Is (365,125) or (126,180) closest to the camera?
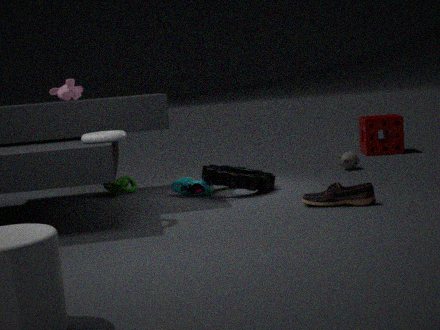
(126,180)
